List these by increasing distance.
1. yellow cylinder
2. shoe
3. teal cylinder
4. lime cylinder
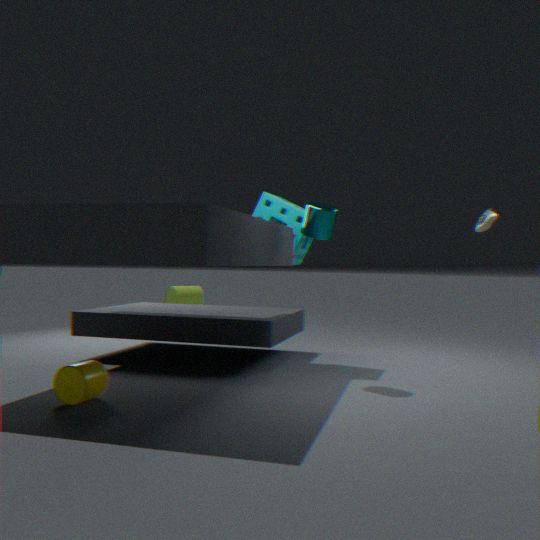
yellow cylinder → teal cylinder → shoe → lime cylinder
